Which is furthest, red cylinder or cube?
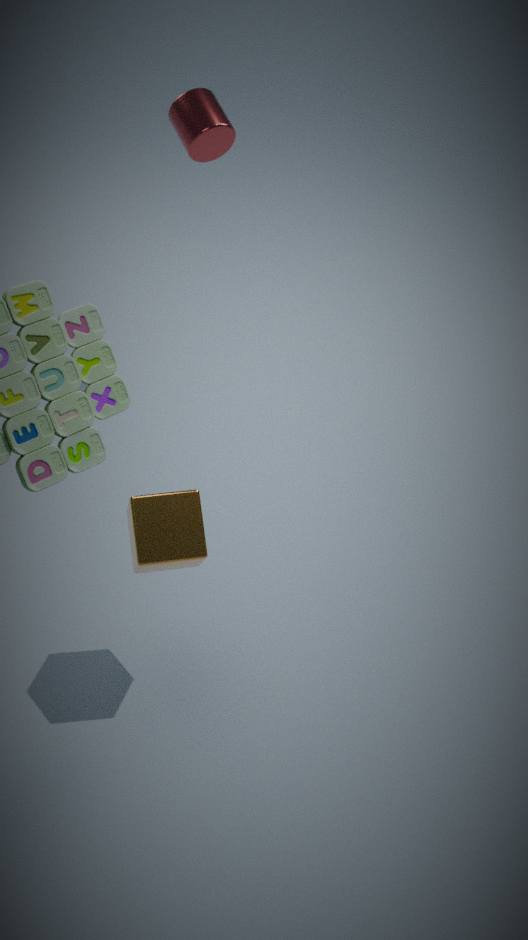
red cylinder
